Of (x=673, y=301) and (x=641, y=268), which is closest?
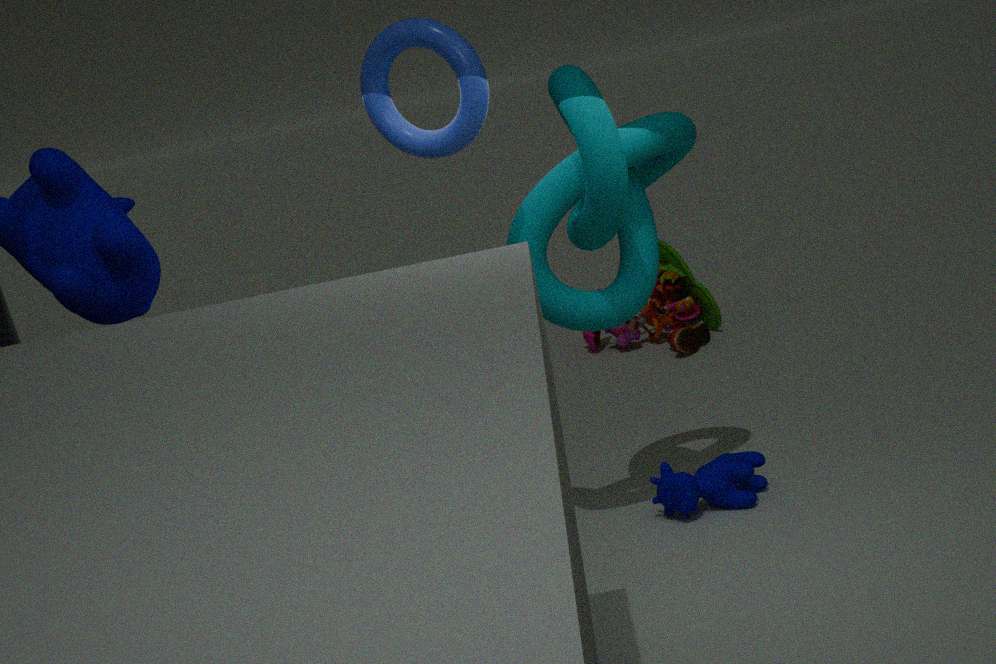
(x=641, y=268)
